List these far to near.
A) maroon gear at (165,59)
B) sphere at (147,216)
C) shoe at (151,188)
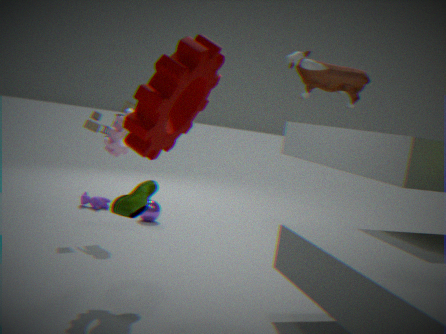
sphere at (147,216), shoe at (151,188), maroon gear at (165,59)
